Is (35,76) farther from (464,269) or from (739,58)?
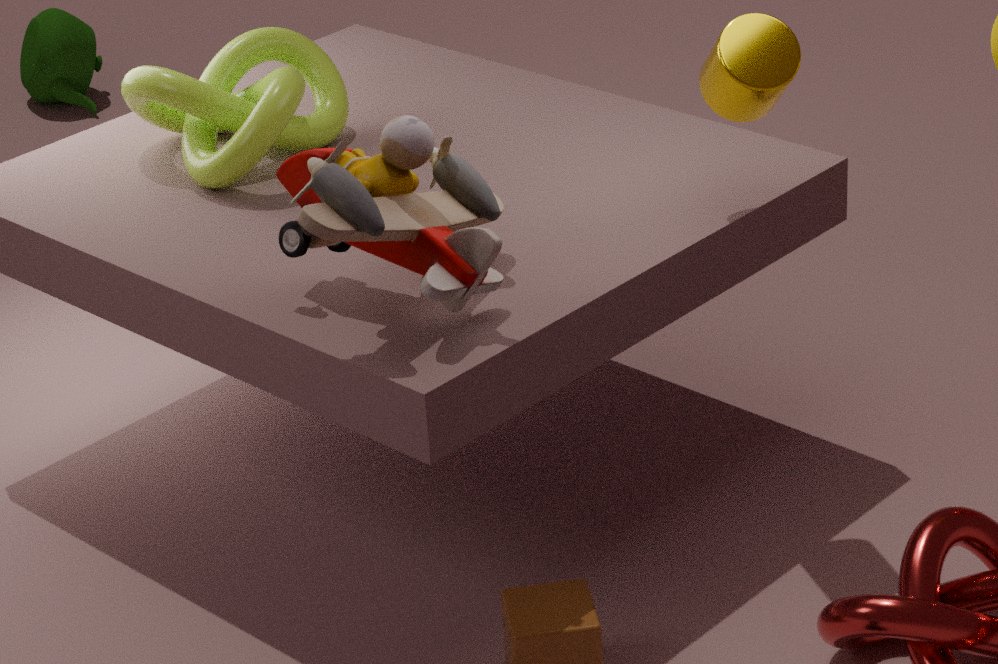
(739,58)
